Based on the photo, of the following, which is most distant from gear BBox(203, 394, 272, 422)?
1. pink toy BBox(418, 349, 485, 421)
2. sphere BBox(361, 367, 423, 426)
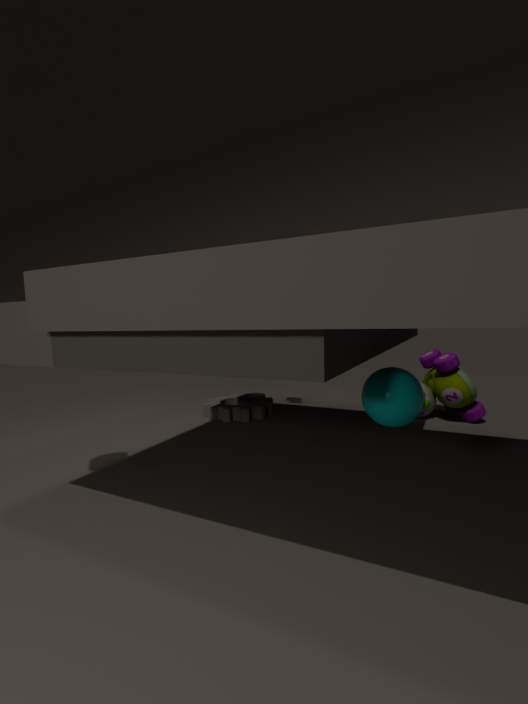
sphere BBox(361, 367, 423, 426)
